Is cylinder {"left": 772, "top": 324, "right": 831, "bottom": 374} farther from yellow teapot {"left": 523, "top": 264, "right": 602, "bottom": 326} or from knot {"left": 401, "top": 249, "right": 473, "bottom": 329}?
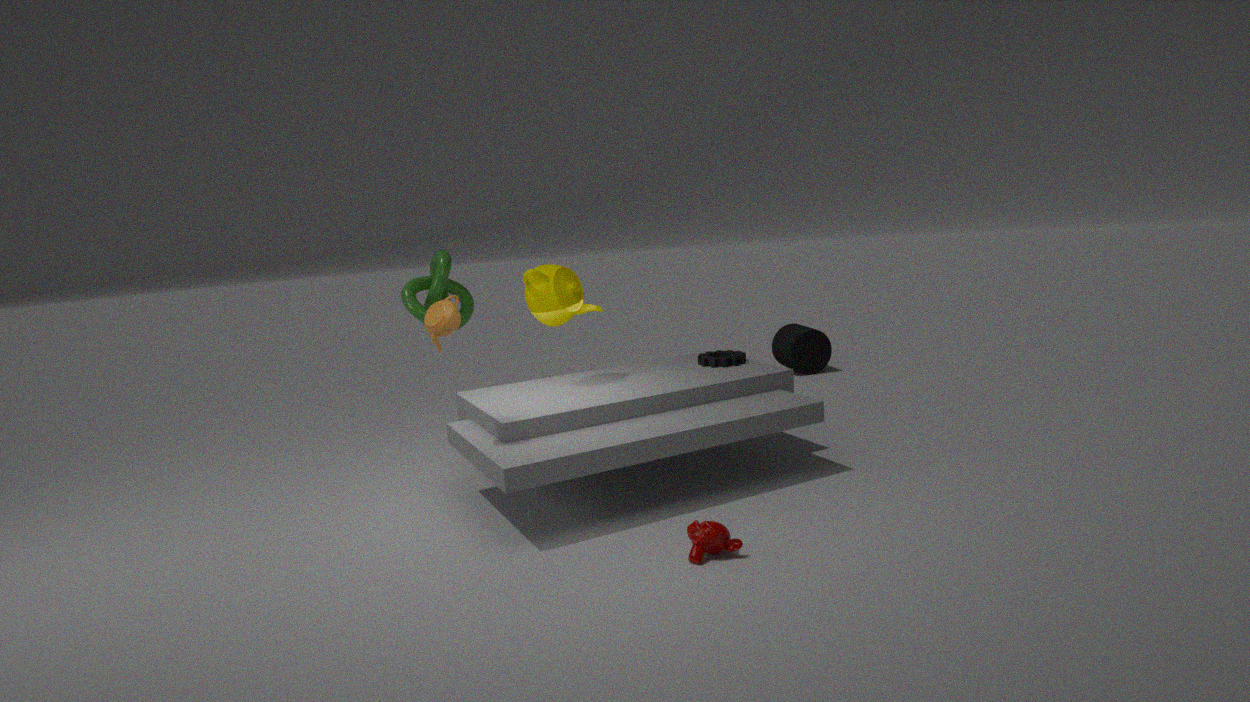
knot {"left": 401, "top": 249, "right": 473, "bottom": 329}
